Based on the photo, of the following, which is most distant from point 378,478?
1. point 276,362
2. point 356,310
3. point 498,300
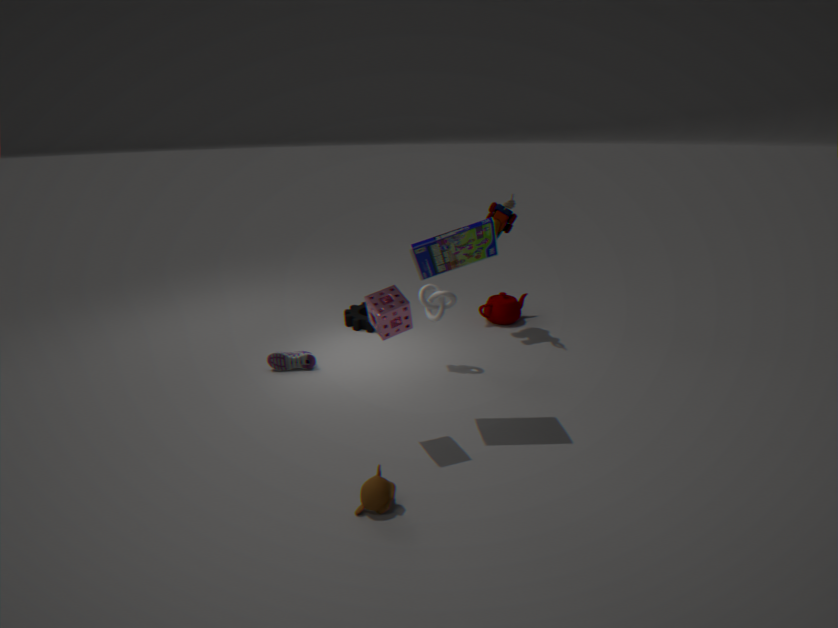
point 498,300
